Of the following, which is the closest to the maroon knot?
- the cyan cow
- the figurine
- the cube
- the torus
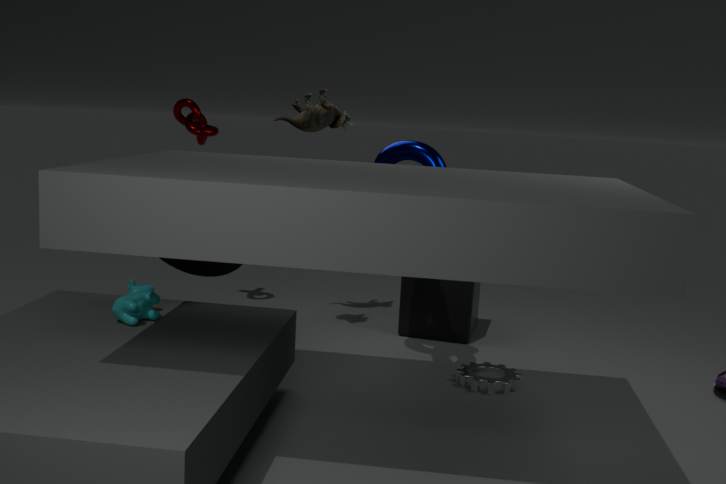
the figurine
